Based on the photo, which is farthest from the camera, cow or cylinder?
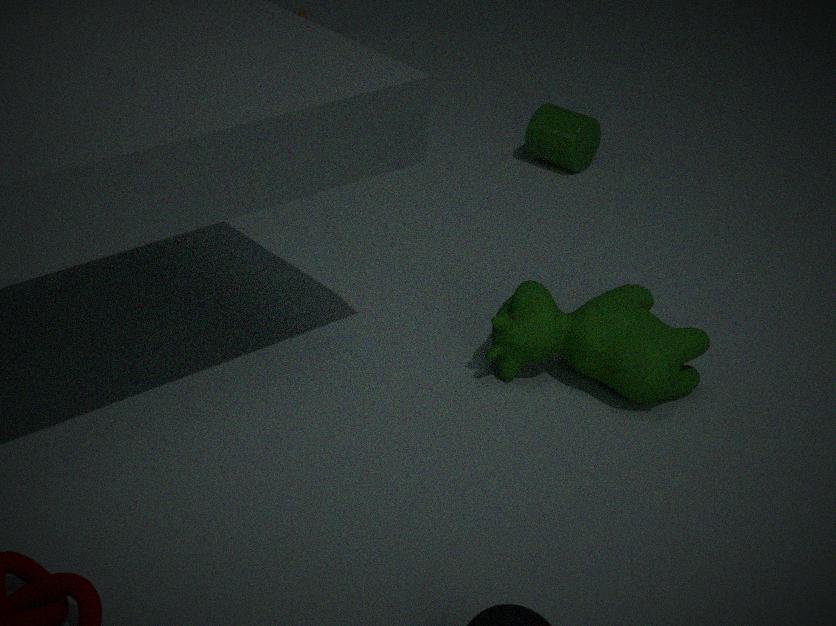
cylinder
